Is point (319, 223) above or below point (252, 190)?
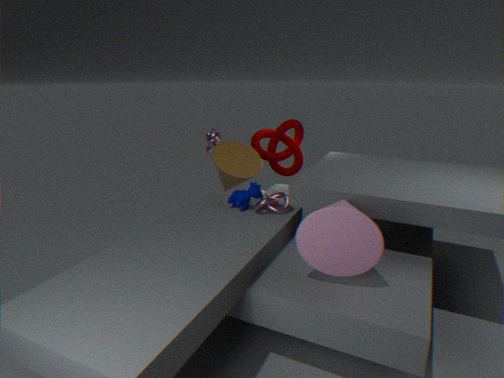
above
